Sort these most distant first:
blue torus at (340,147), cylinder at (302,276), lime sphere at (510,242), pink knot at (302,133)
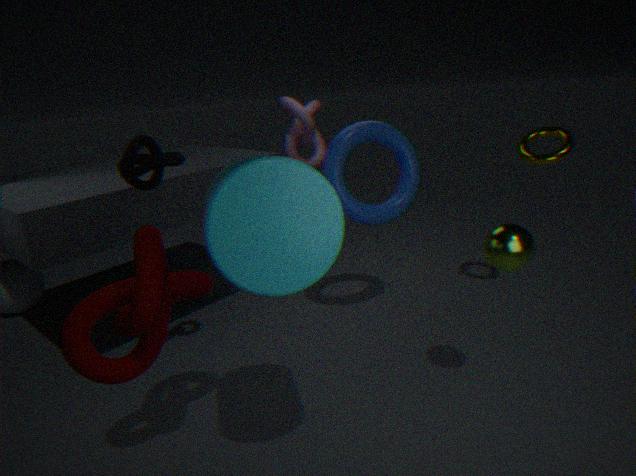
pink knot at (302,133)
blue torus at (340,147)
lime sphere at (510,242)
cylinder at (302,276)
